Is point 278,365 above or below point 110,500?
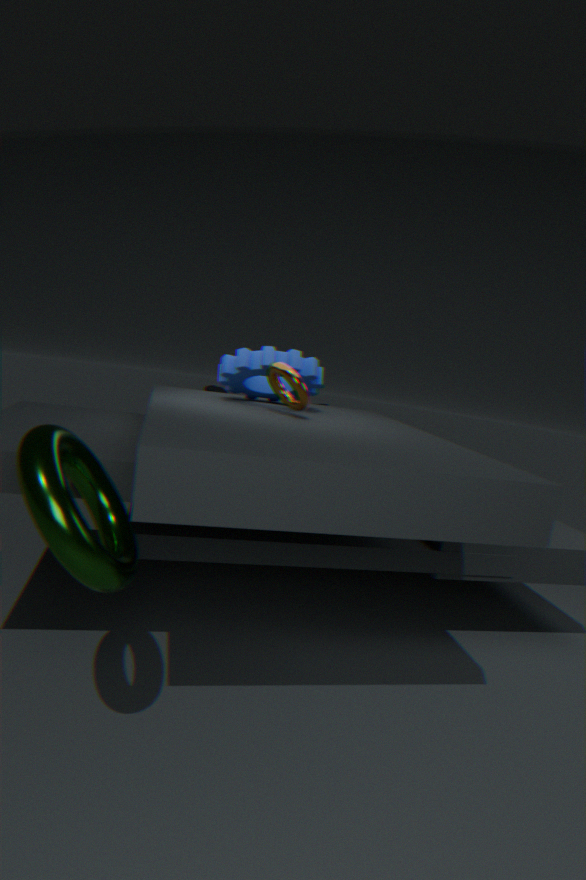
above
